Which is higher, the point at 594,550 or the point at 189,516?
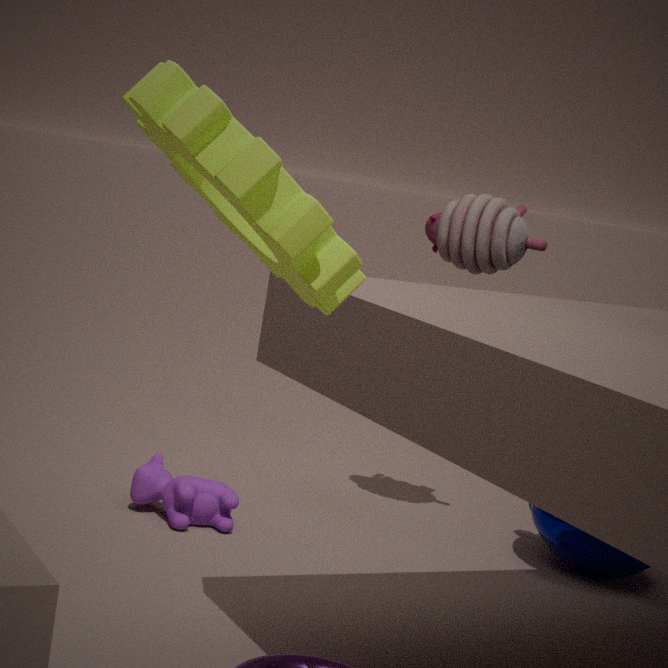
the point at 594,550
